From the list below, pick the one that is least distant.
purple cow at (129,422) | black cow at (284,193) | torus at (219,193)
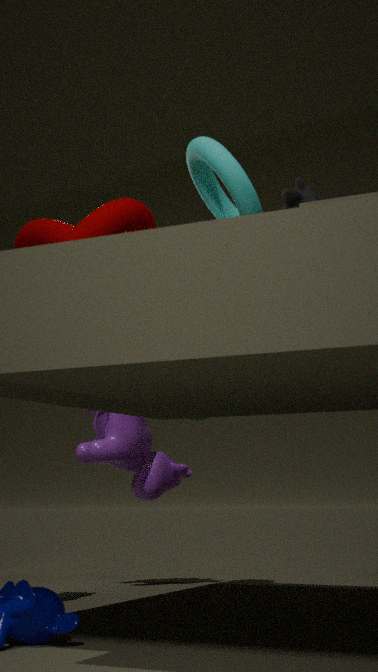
torus at (219,193)
